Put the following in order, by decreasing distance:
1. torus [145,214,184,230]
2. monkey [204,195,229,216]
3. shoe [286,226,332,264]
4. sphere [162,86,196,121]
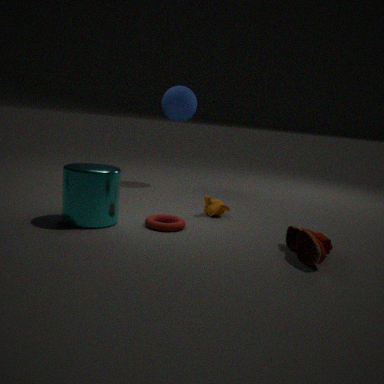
sphere [162,86,196,121]
monkey [204,195,229,216]
torus [145,214,184,230]
shoe [286,226,332,264]
